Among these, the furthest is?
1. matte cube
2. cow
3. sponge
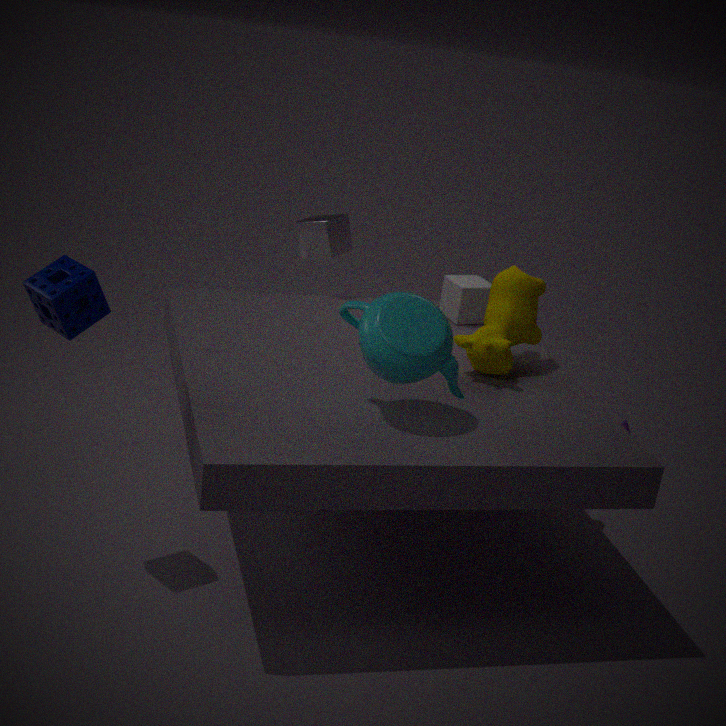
matte cube
